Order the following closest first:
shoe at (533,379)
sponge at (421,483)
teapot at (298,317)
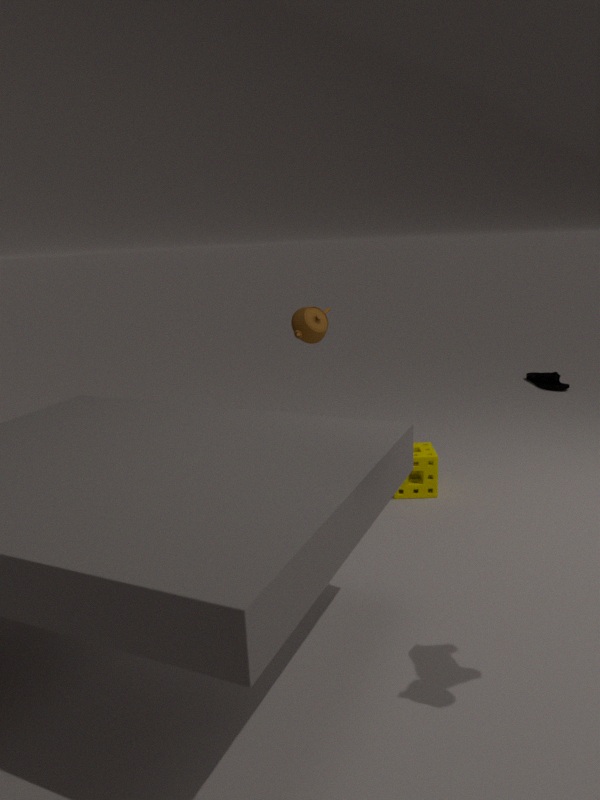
1. sponge at (421,483)
2. teapot at (298,317)
3. shoe at (533,379)
